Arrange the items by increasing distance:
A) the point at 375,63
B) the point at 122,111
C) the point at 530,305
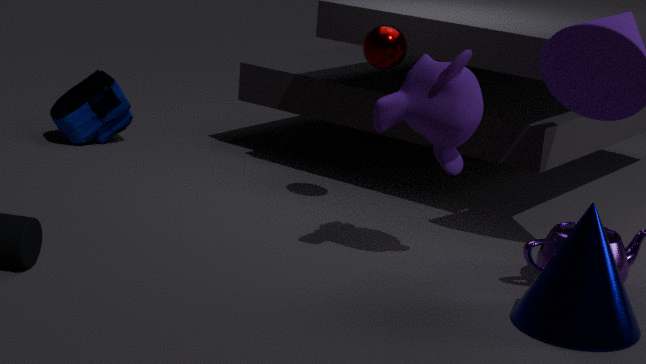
the point at 530,305
the point at 375,63
the point at 122,111
